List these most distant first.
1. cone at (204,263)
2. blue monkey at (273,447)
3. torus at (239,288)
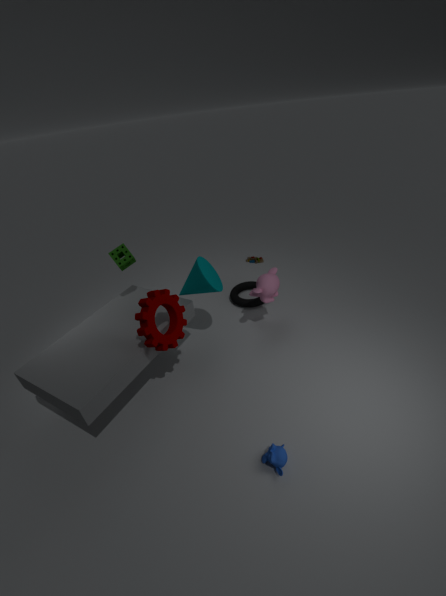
1. torus at (239,288)
2. cone at (204,263)
3. blue monkey at (273,447)
